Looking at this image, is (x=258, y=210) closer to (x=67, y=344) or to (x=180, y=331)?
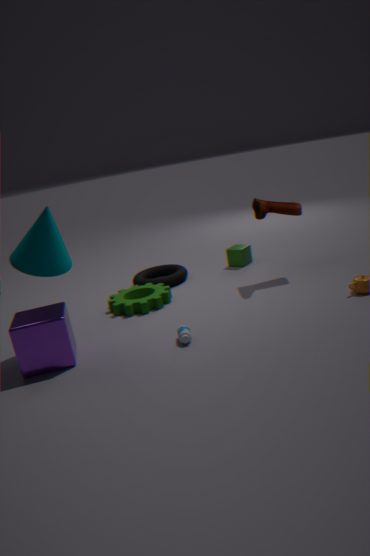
(x=180, y=331)
